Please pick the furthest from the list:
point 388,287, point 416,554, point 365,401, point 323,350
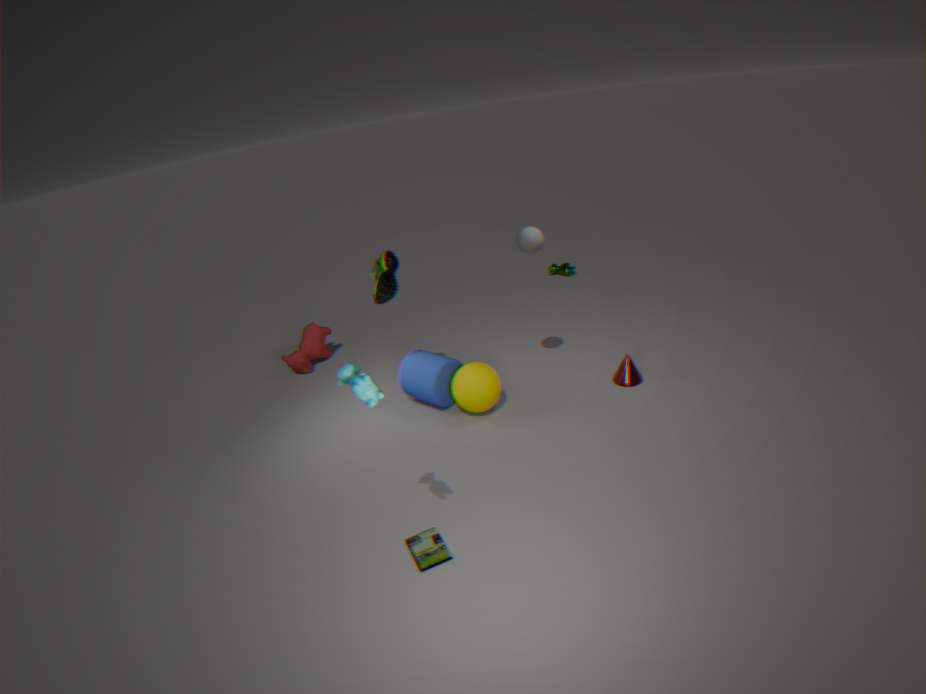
point 323,350
